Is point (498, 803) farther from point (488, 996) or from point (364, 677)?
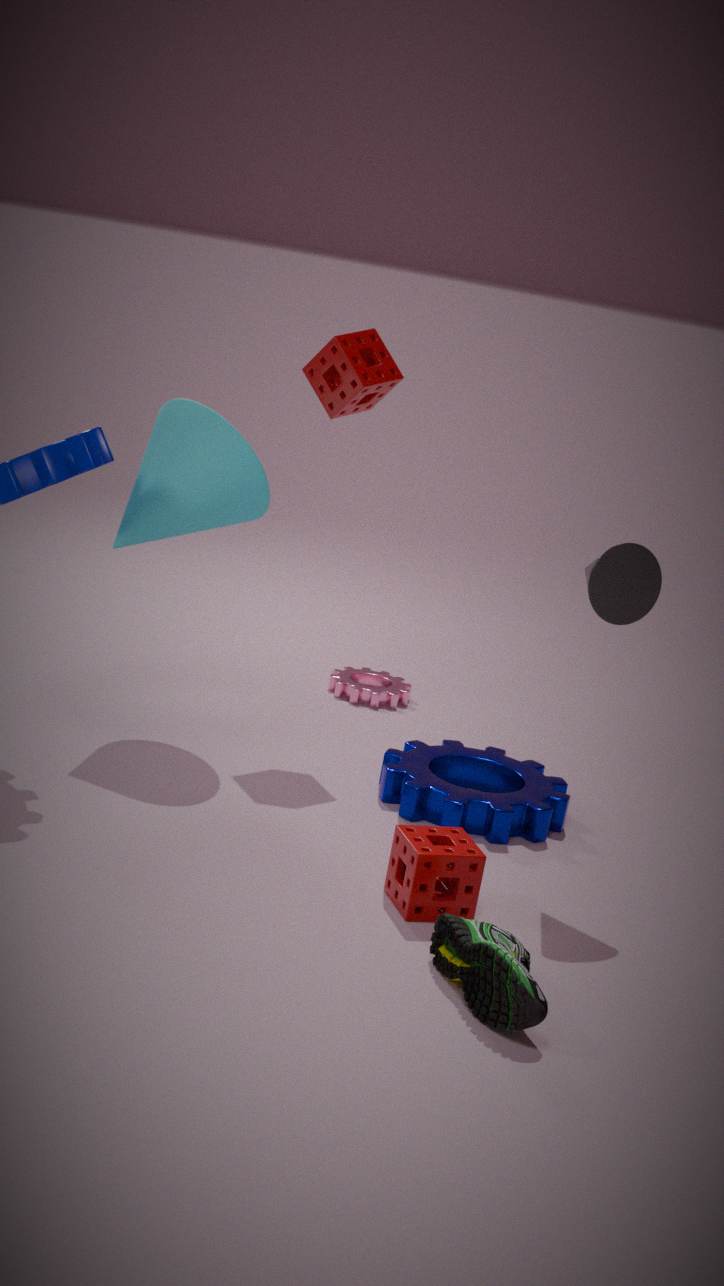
point (488, 996)
